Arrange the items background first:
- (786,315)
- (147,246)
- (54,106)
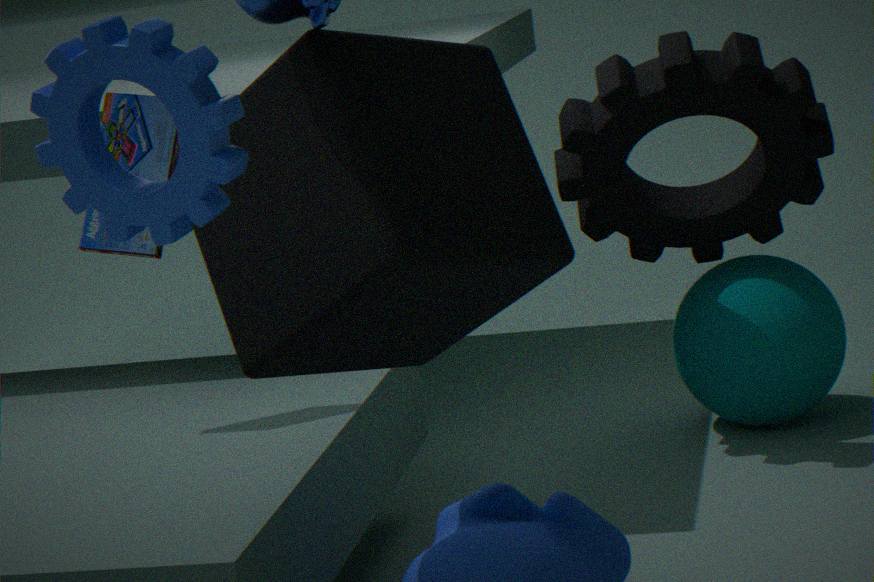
(786,315), (147,246), (54,106)
